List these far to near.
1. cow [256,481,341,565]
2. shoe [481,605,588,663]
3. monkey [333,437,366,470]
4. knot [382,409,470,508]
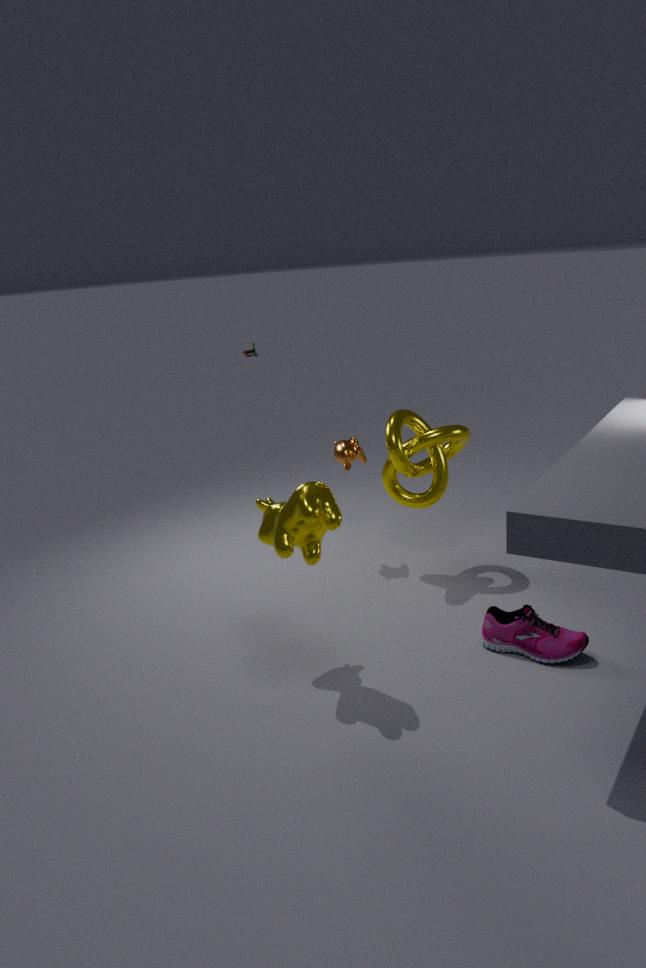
monkey [333,437,366,470] < knot [382,409,470,508] < shoe [481,605,588,663] < cow [256,481,341,565]
